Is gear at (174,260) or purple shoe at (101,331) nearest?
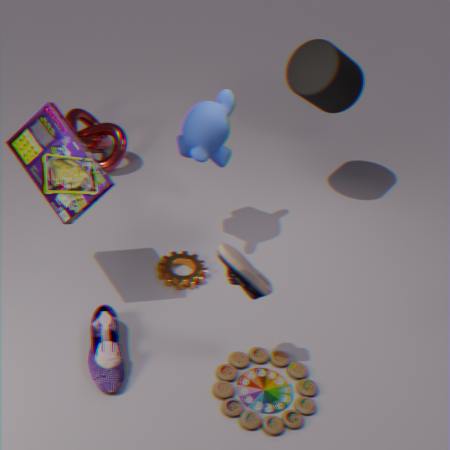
purple shoe at (101,331)
